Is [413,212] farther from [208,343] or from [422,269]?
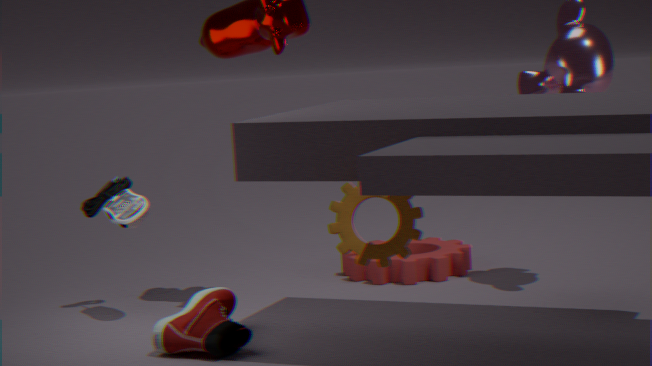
[422,269]
